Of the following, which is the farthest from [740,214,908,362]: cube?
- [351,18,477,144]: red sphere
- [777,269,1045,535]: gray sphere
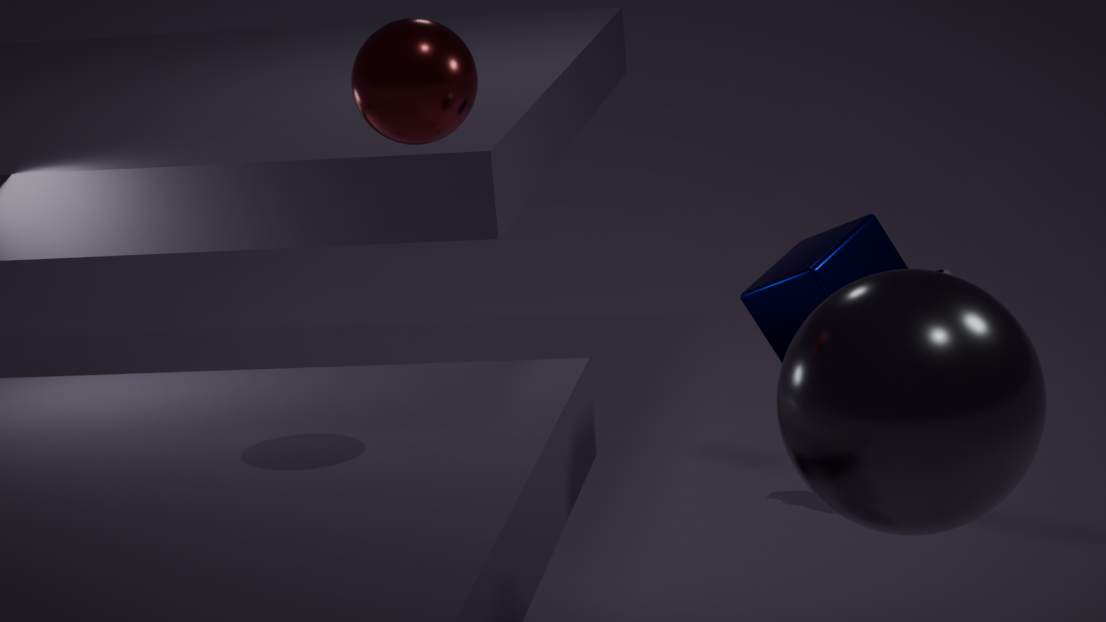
[351,18,477,144]: red sphere
